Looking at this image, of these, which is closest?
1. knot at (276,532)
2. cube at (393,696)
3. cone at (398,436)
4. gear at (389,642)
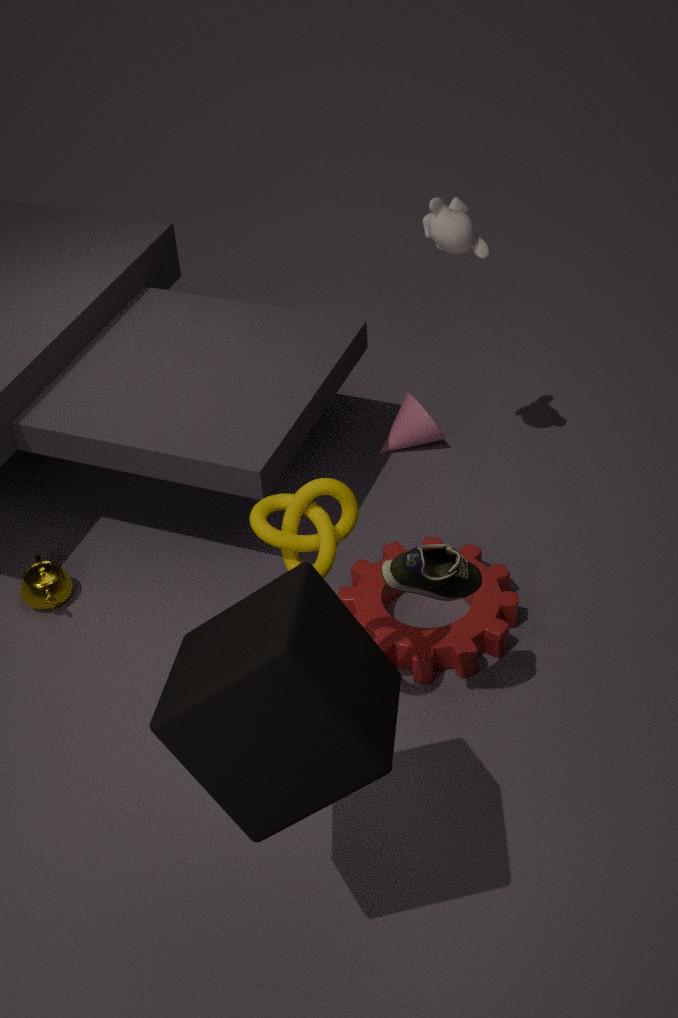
cube at (393,696)
